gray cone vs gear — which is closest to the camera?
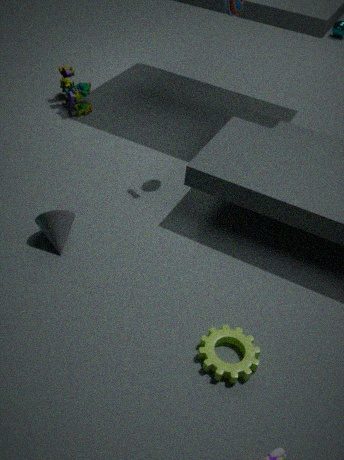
gear
